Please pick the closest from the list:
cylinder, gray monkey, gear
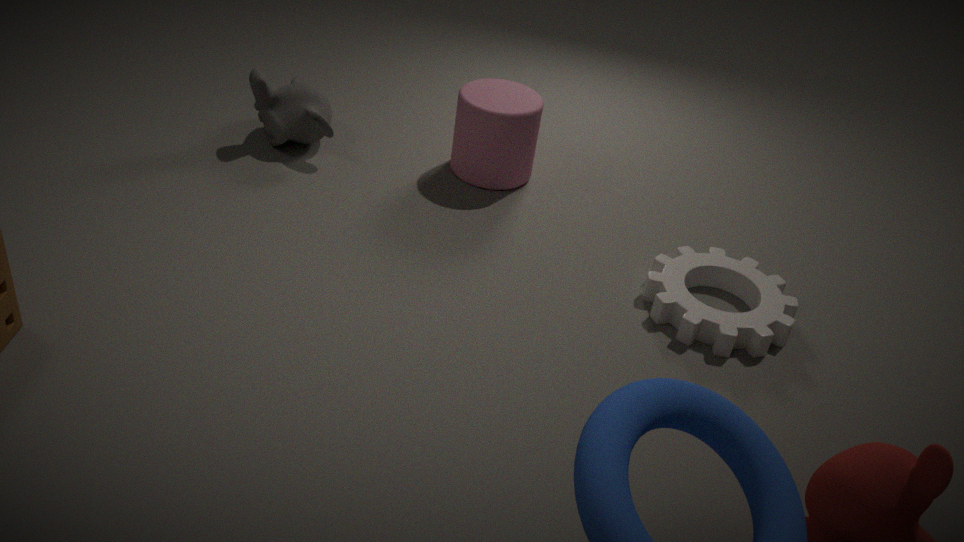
gear
